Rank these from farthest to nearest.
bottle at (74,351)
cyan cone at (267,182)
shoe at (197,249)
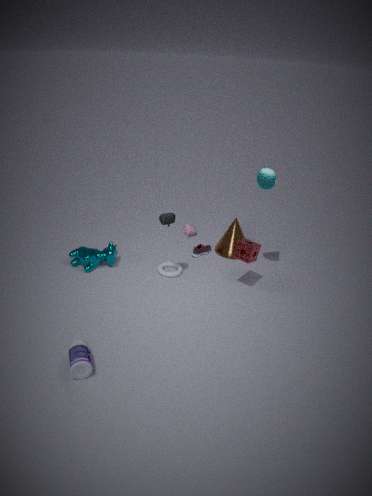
shoe at (197,249) → cyan cone at (267,182) → bottle at (74,351)
